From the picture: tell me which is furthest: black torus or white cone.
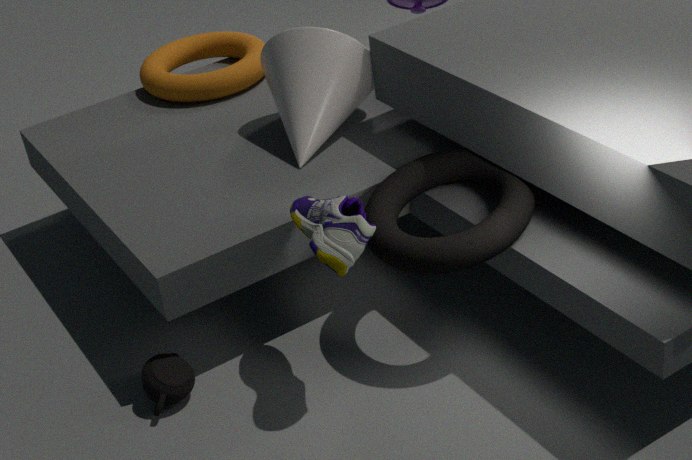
white cone
